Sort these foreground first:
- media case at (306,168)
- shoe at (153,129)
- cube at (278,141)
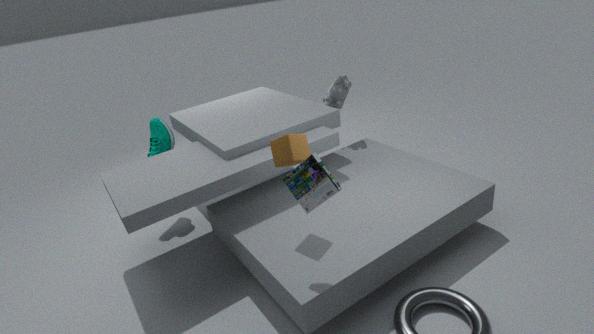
media case at (306,168) → cube at (278,141) → shoe at (153,129)
